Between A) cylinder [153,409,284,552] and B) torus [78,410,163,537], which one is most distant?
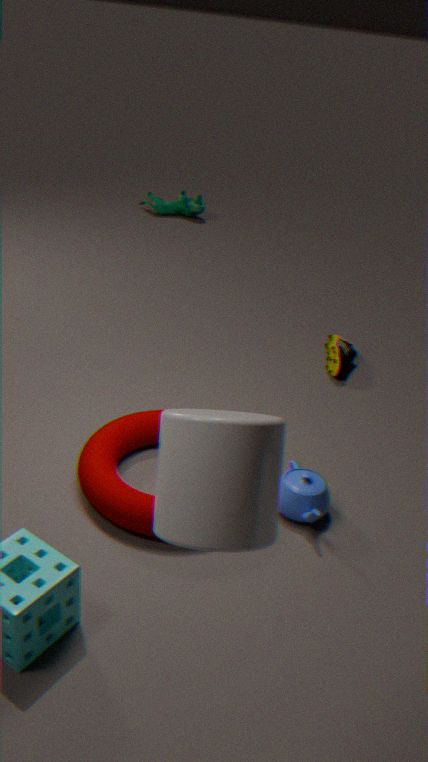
B. torus [78,410,163,537]
